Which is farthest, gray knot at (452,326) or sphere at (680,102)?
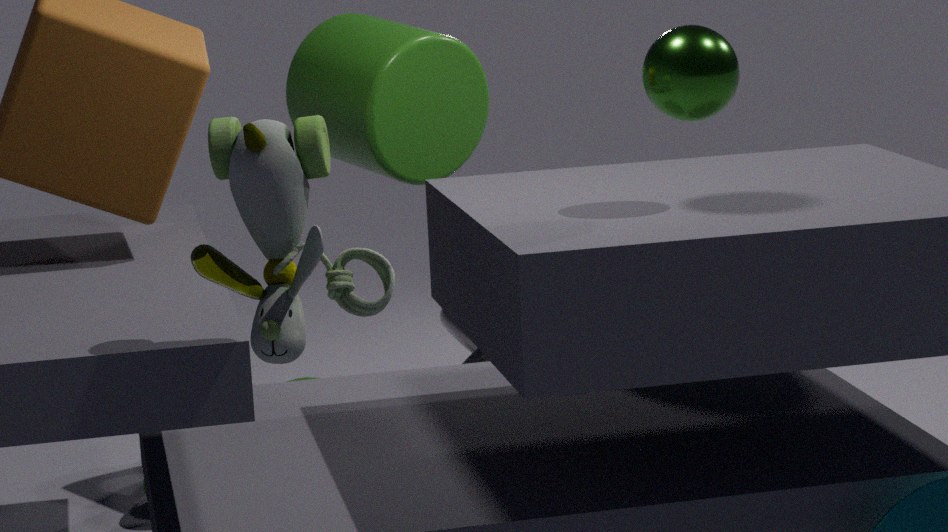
gray knot at (452,326)
